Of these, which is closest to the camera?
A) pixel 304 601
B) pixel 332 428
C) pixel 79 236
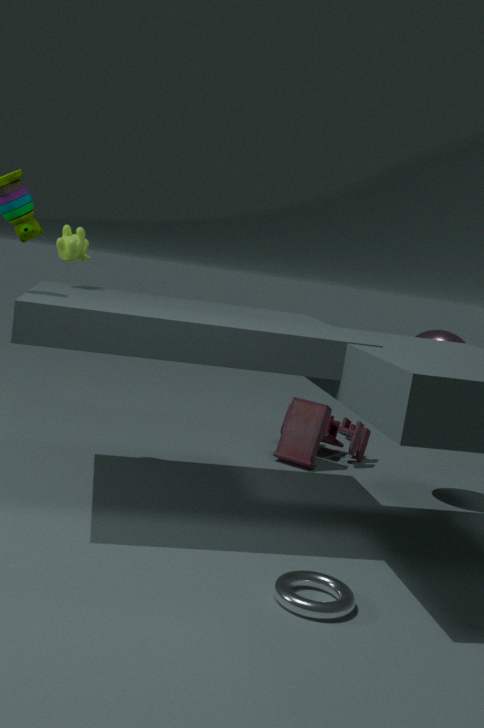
pixel 304 601
